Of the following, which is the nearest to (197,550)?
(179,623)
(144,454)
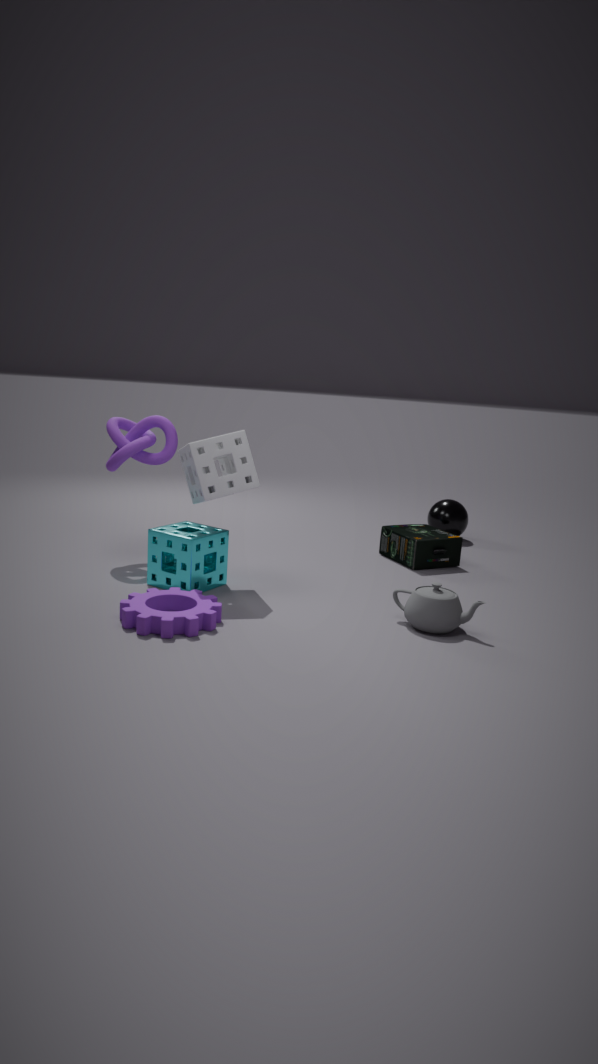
(179,623)
